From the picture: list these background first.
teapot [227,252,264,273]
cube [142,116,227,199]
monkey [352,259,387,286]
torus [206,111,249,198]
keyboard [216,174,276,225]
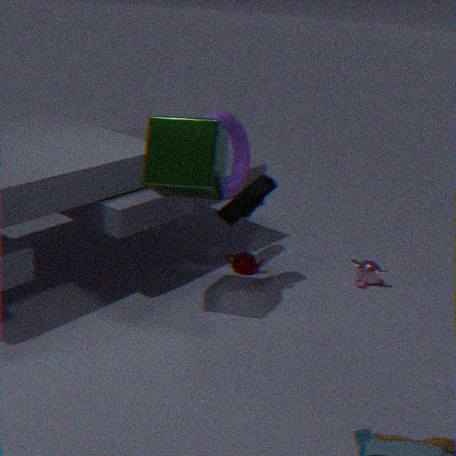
1. teapot [227,252,264,273]
2. monkey [352,259,387,286]
3. torus [206,111,249,198]
4. keyboard [216,174,276,225]
5. cube [142,116,227,199]
